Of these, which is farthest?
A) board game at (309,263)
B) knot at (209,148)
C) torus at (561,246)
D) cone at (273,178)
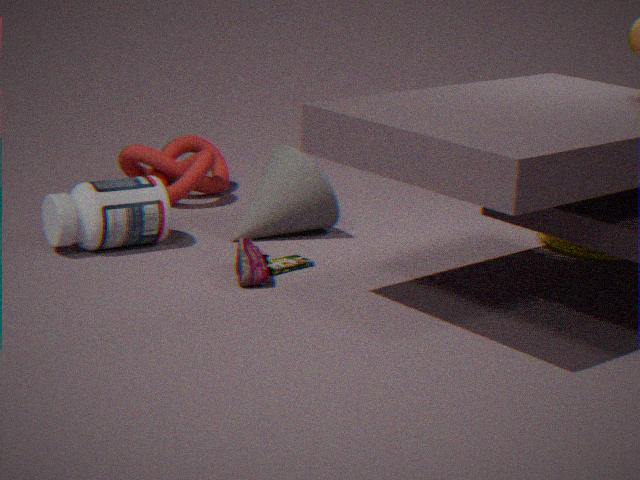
knot at (209,148)
